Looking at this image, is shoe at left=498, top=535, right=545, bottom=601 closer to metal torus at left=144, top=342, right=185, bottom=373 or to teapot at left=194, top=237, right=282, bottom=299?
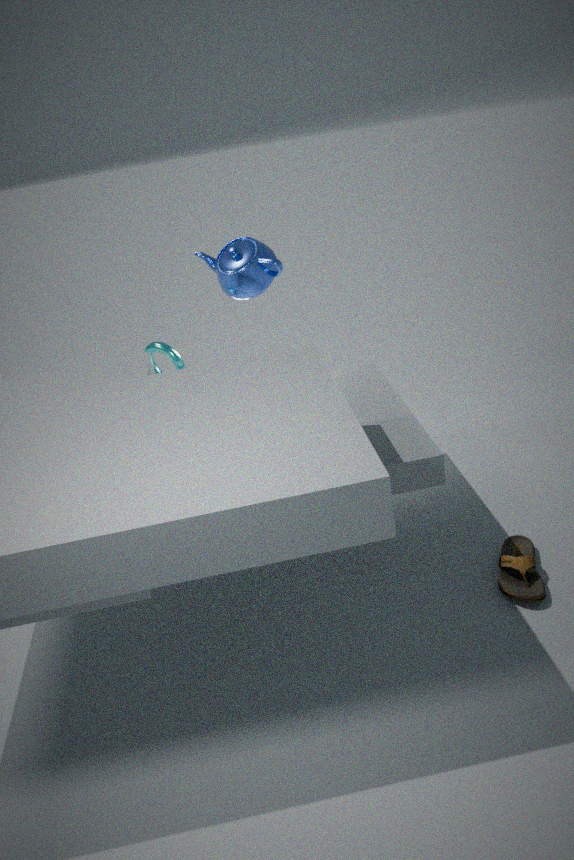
teapot at left=194, top=237, right=282, bottom=299
